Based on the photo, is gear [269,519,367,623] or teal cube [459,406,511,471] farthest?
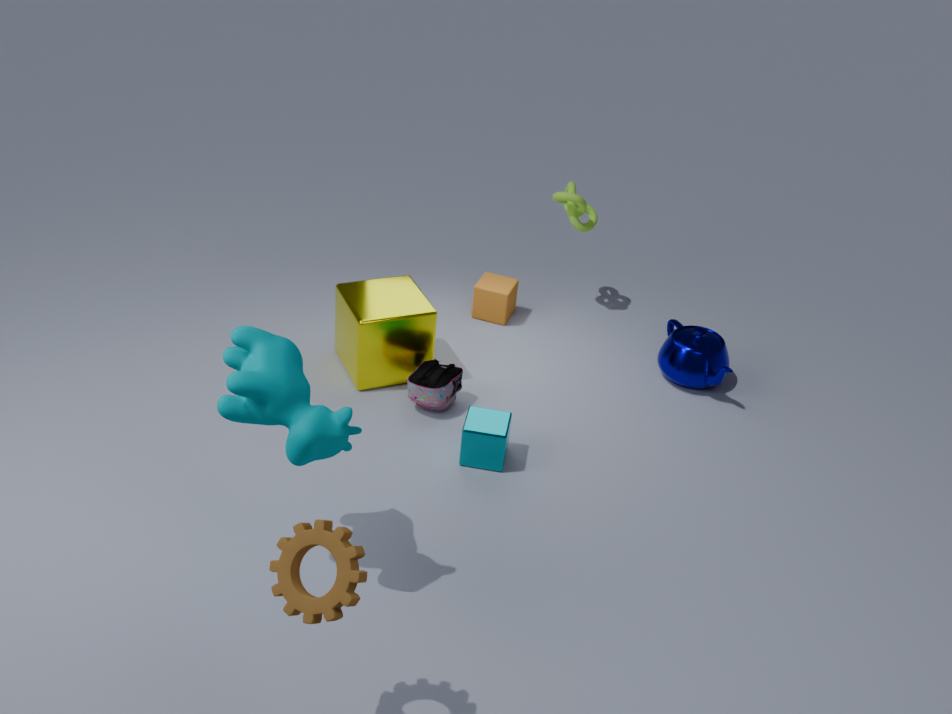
teal cube [459,406,511,471]
